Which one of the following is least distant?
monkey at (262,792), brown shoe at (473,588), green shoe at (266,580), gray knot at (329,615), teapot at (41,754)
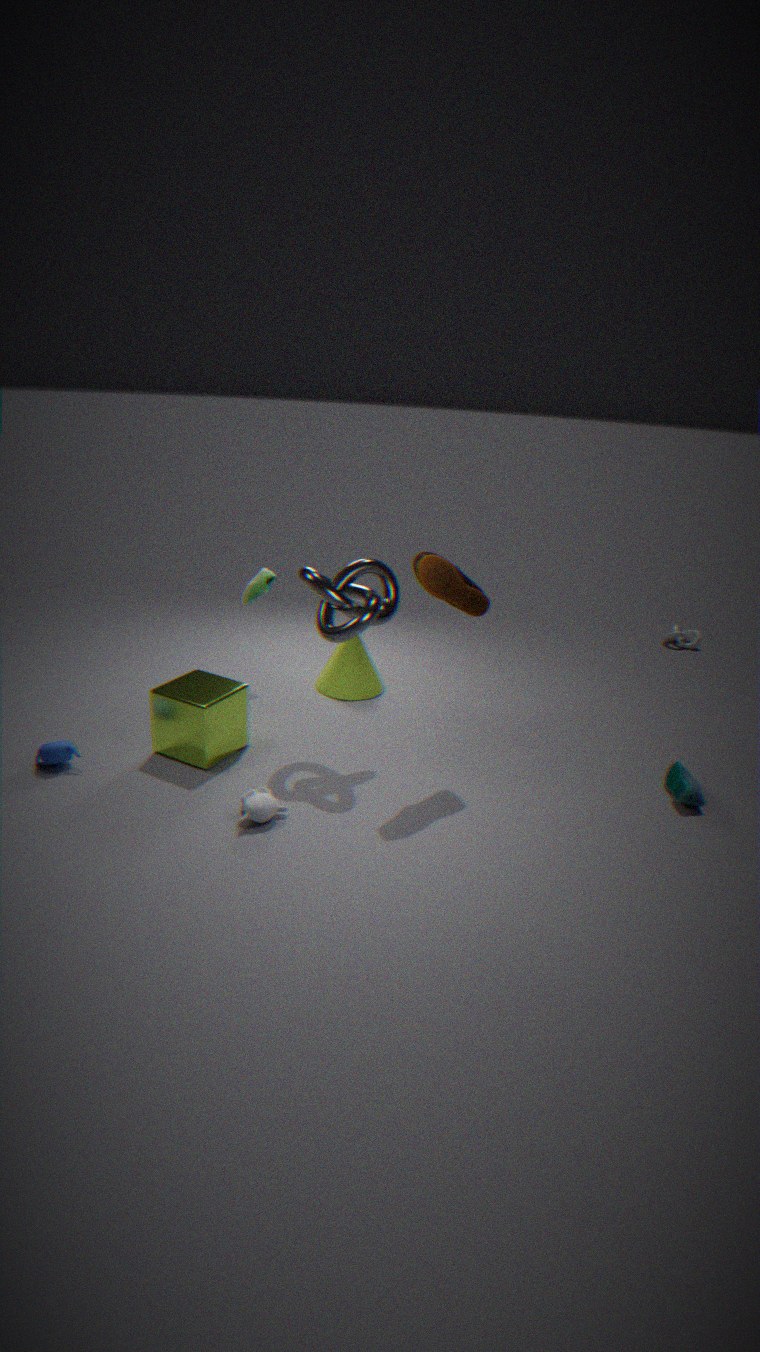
monkey at (262,792)
